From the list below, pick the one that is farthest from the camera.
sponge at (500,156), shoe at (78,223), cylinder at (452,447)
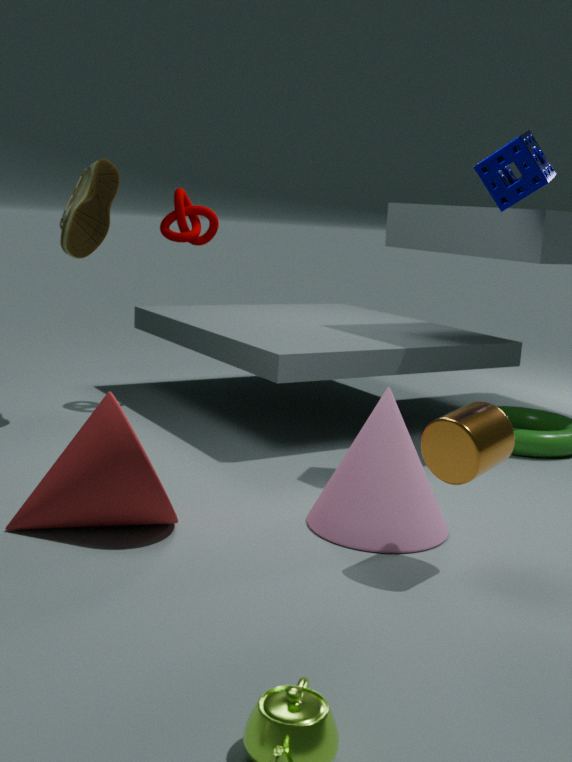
shoe at (78,223)
